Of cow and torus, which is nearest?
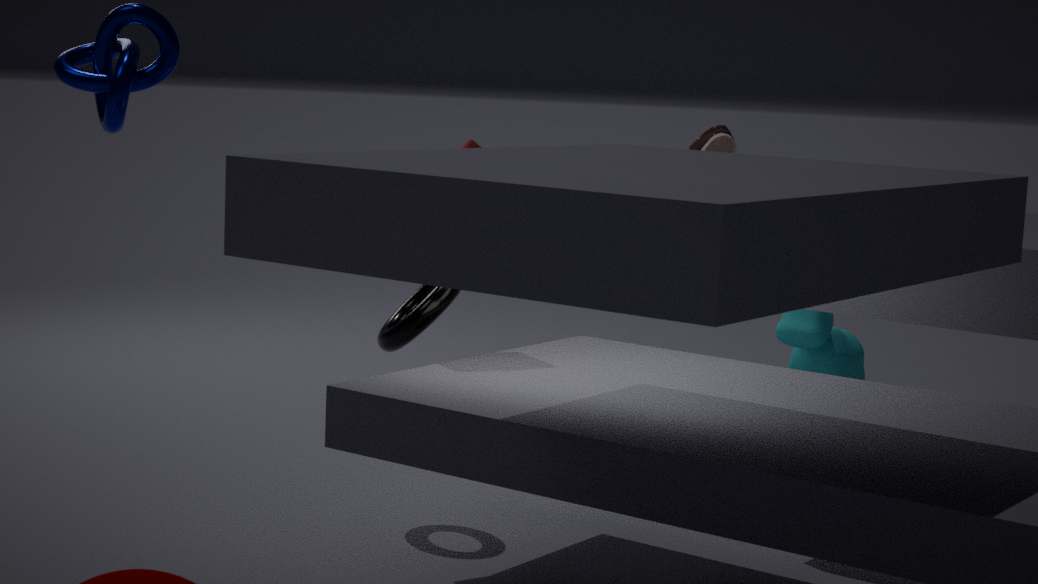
torus
